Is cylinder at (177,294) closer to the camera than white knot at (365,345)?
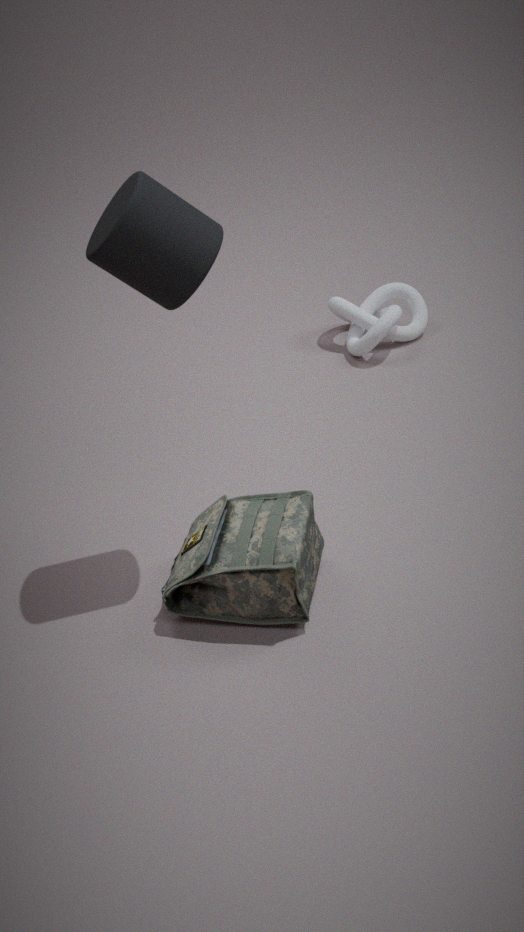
Yes
